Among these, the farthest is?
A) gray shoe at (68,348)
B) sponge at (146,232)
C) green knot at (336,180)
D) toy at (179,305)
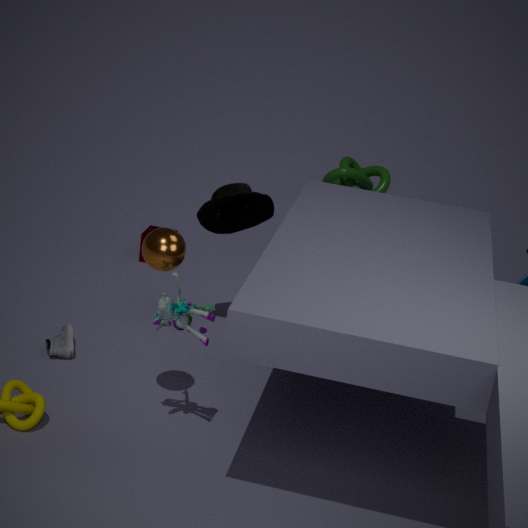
green knot at (336,180)
